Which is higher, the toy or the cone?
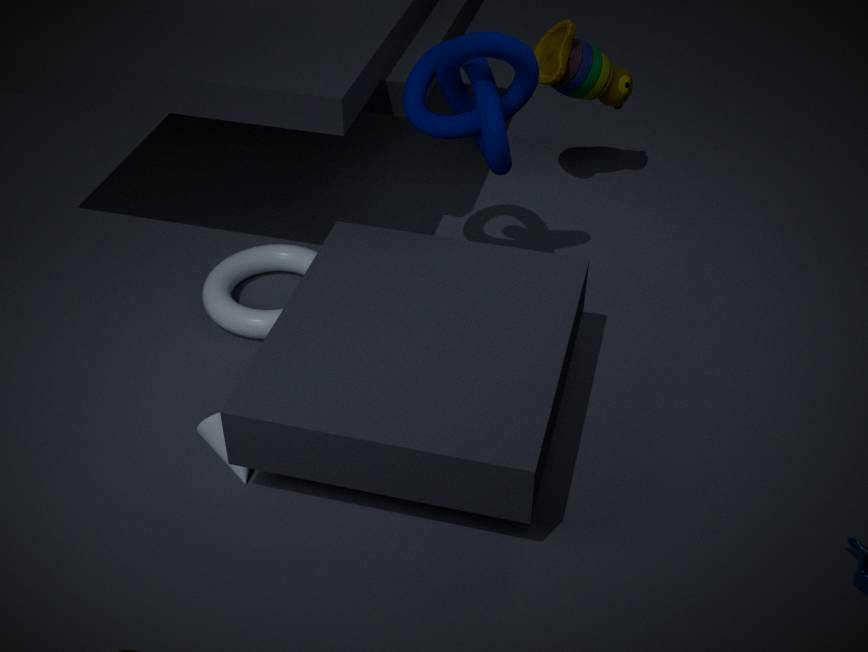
the toy
